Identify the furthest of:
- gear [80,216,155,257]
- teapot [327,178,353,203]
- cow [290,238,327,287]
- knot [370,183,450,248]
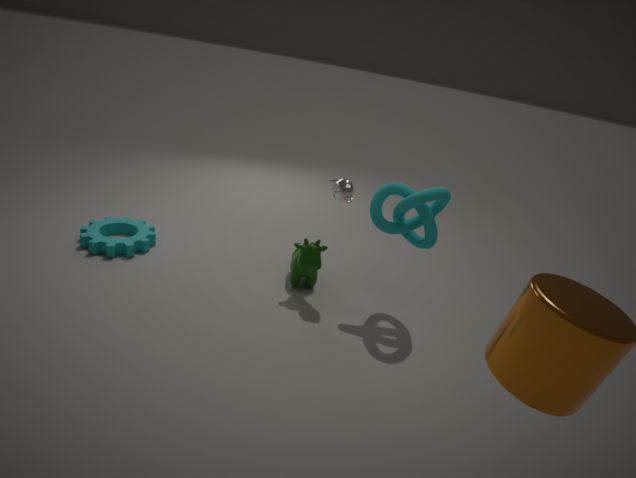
gear [80,216,155,257]
